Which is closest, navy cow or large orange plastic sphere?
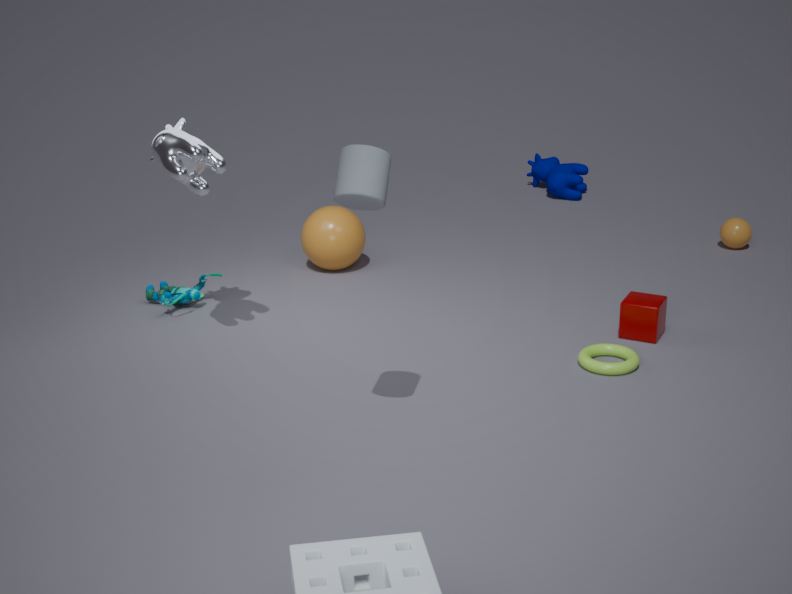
large orange plastic sphere
